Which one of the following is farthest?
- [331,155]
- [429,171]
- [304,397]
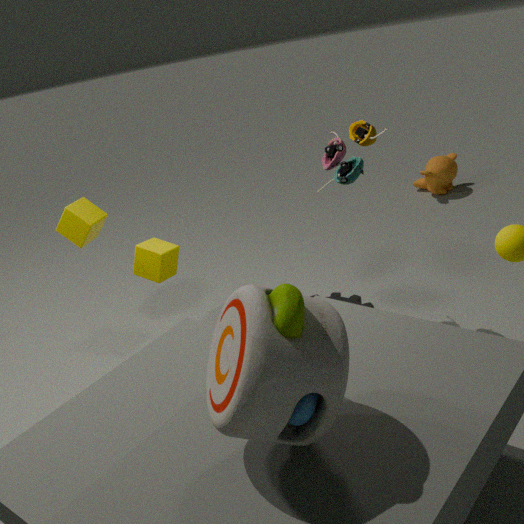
[429,171]
